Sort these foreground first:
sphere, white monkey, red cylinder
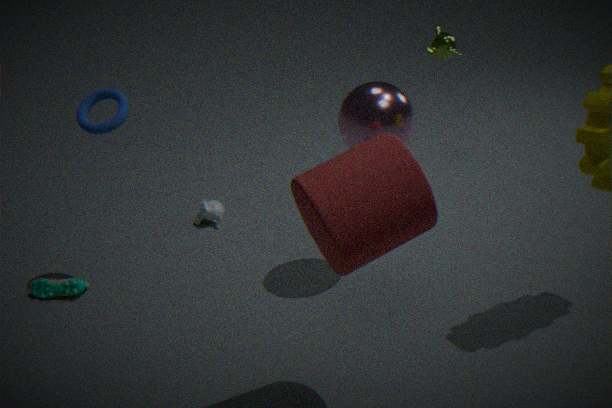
red cylinder
sphere
white monkey
